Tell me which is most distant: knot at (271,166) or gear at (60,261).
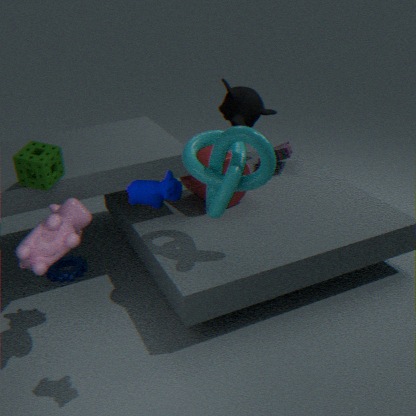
gear at (60,261)
